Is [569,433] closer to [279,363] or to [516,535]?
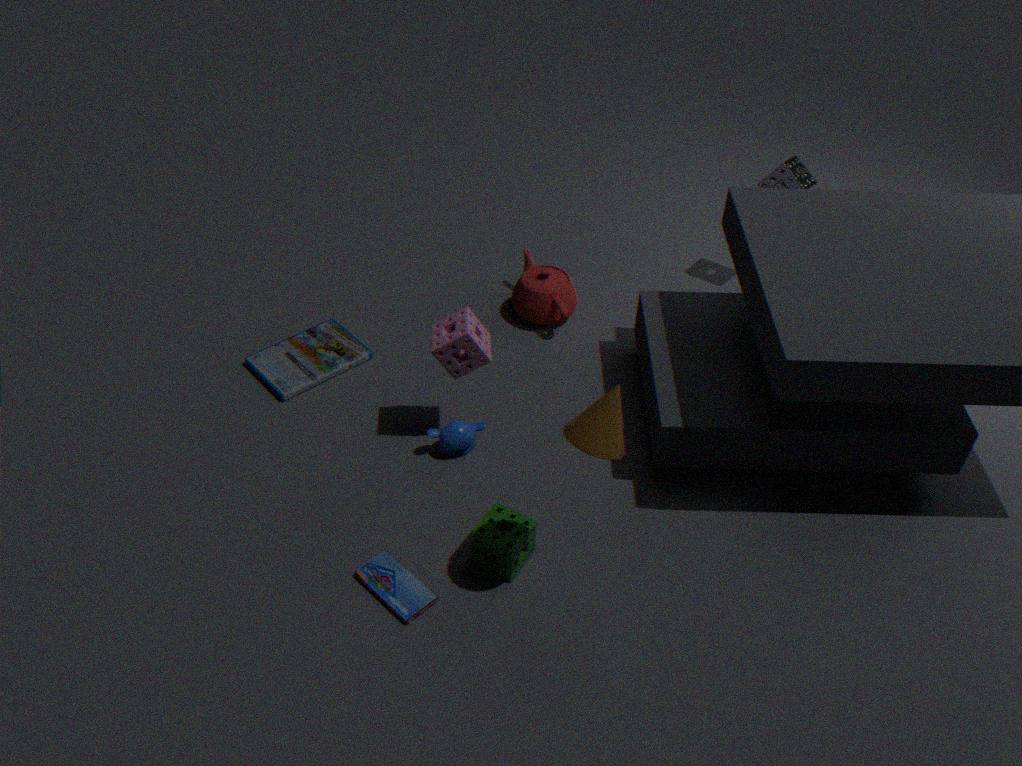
[516,535]
